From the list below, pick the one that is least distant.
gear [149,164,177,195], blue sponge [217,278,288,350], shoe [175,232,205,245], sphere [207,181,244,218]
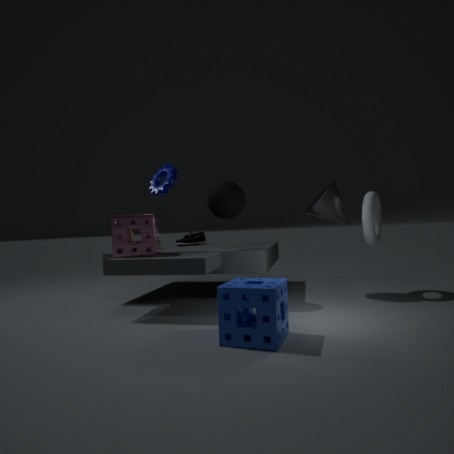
blue sponge [217,278,288,350]
